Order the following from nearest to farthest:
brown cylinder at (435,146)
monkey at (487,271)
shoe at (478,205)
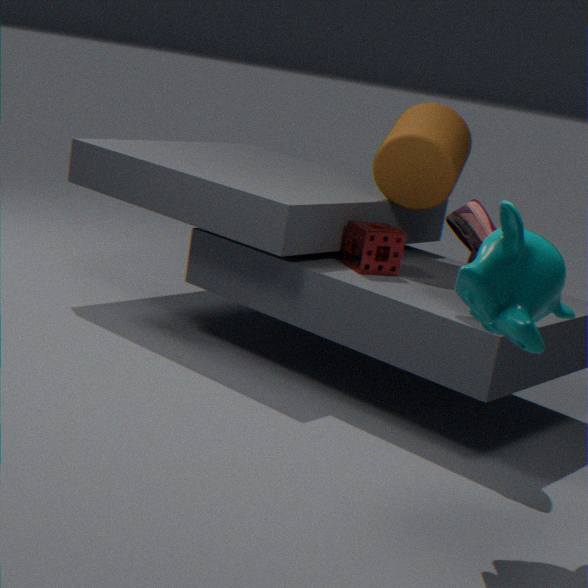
monkey at (487,271) < shoe at (478,205) < brown cylinder at (435,146)
